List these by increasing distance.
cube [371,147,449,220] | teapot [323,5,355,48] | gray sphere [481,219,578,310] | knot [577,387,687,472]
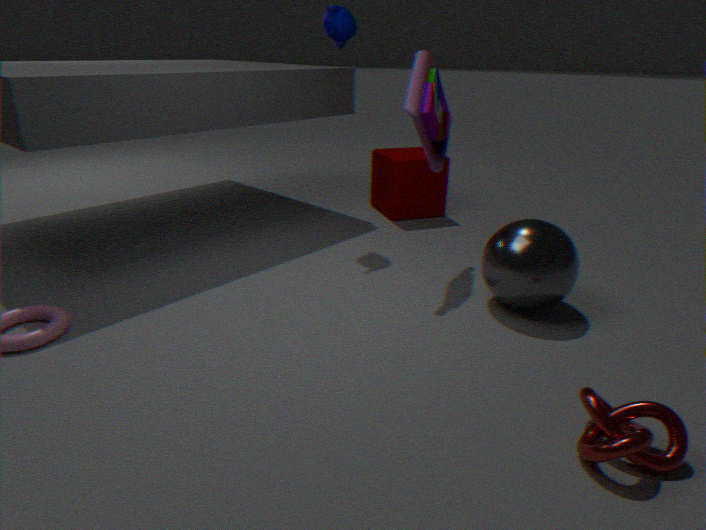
1. knot [577,387,687,472]
2. gray sphere [481,219,578,310]
3. teapot [323,5,355,48]
4. cube [371,147,449,220]
